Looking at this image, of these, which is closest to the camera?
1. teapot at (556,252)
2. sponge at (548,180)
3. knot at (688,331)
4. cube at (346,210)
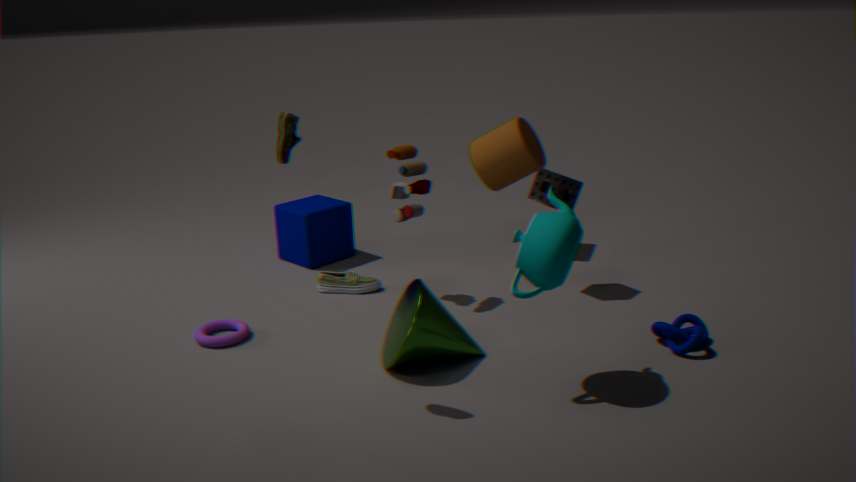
teapot at (556,252)
